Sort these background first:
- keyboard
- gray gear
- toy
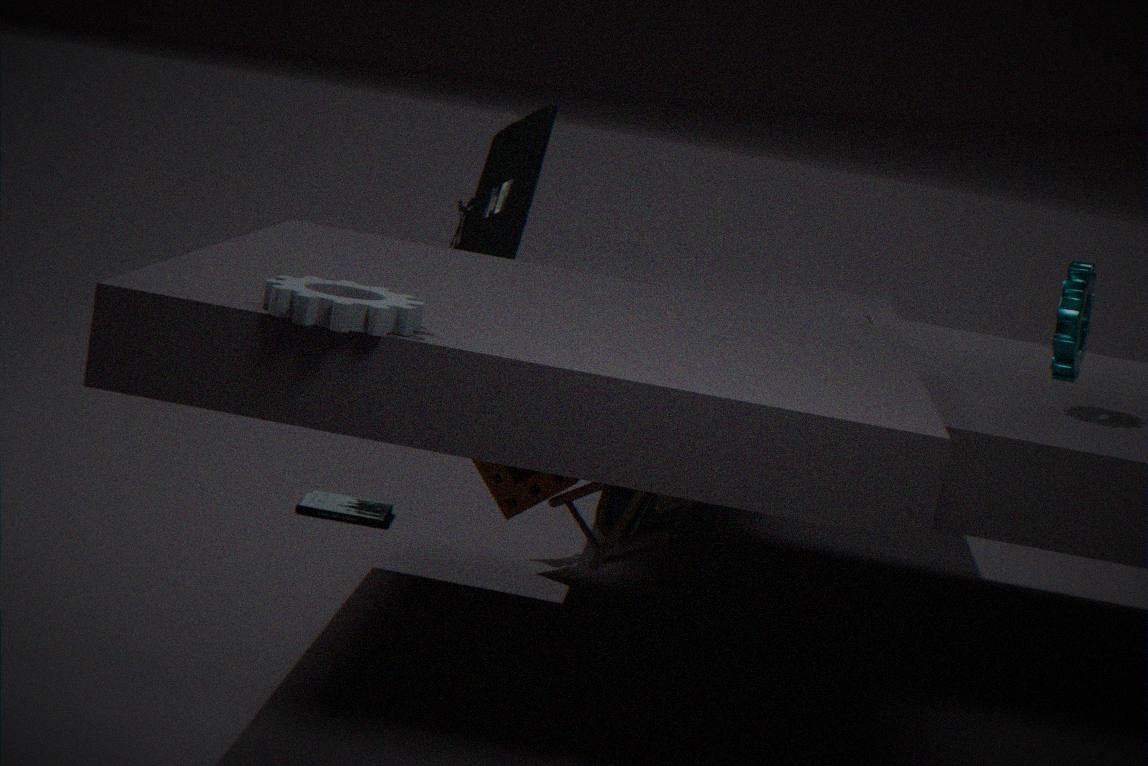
keyboard → toy → gray gear
